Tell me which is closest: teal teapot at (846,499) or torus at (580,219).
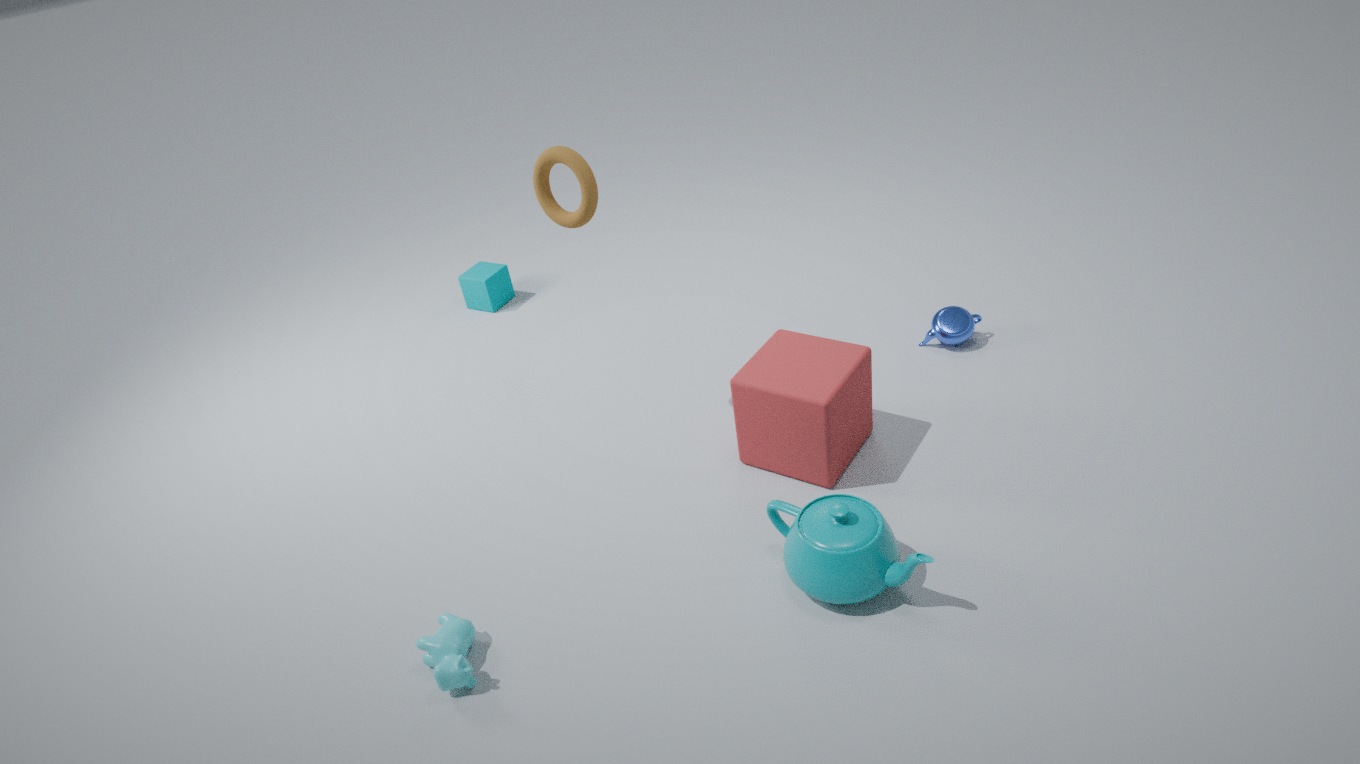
teal teapot at (846,499)
